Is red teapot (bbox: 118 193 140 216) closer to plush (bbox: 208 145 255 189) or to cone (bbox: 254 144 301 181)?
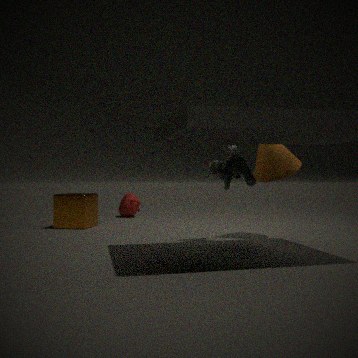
cone (bbox: 254 144 301 181)
